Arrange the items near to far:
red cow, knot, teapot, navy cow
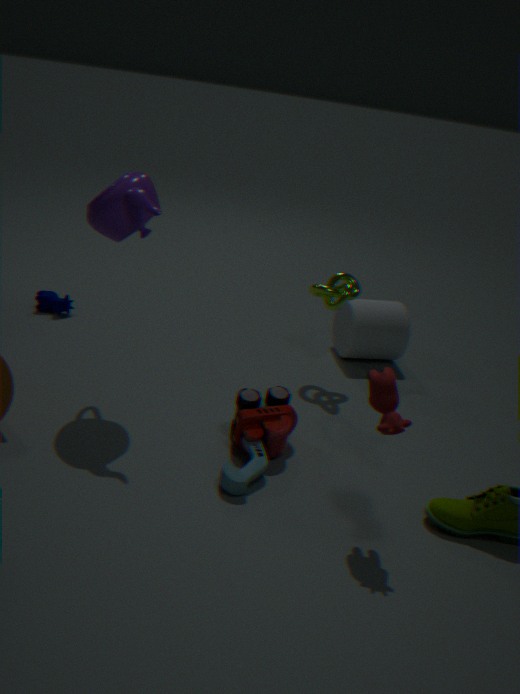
red cow → teapot → knot → navy cow
